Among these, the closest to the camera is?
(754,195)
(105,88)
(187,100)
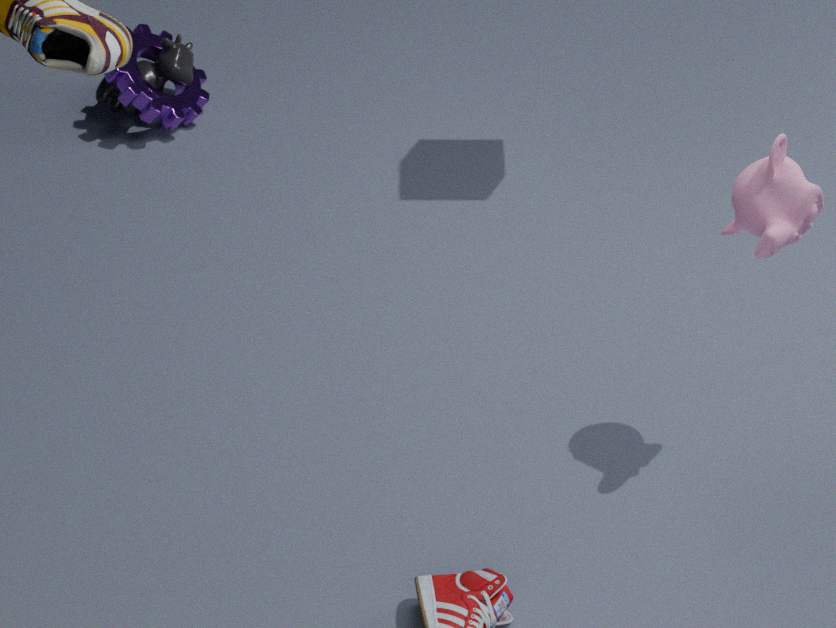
(754,195)
